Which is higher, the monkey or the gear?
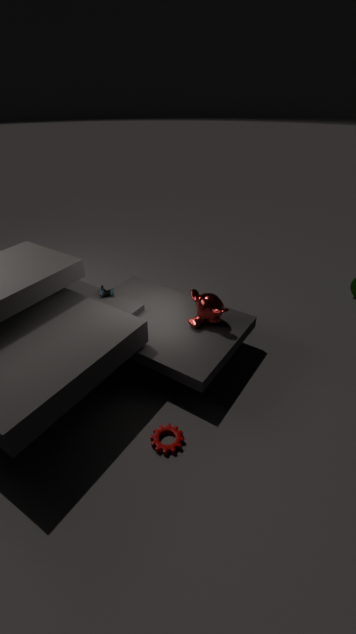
the monkey
